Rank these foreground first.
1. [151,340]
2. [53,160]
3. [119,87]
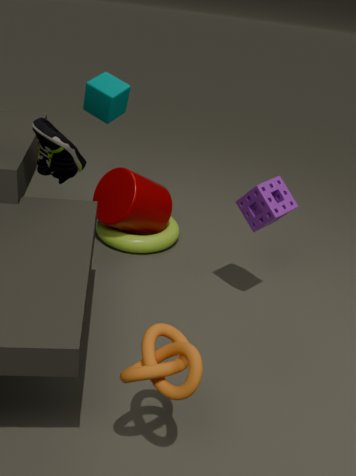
[151,340] → [53,160] → [119,87]
